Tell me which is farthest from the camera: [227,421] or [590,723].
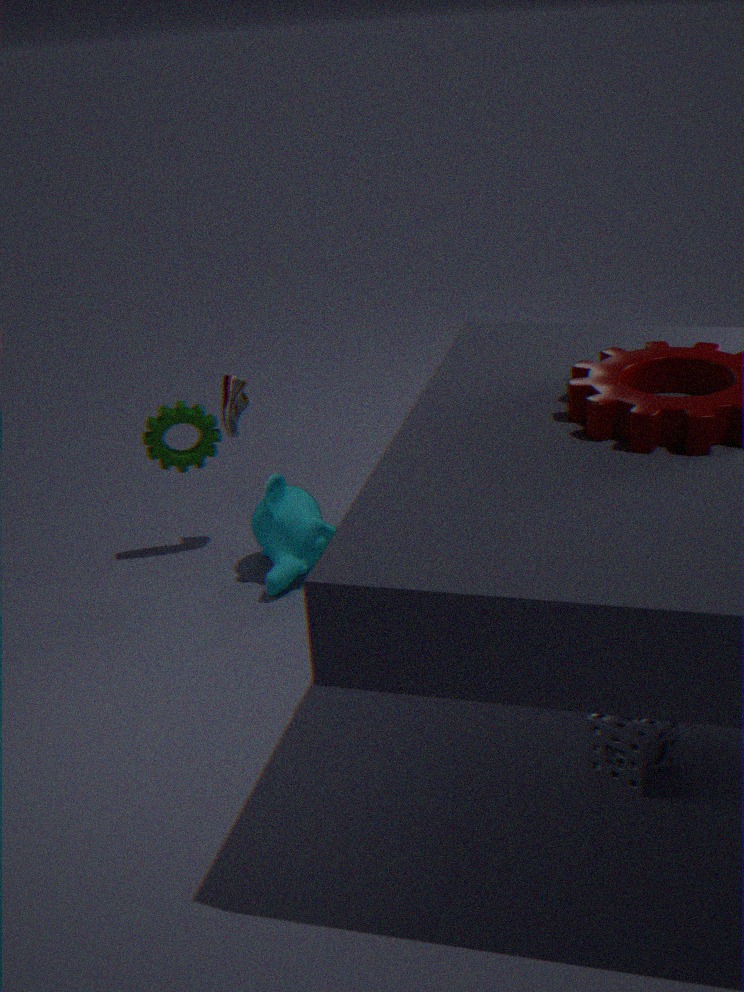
[227,421]
